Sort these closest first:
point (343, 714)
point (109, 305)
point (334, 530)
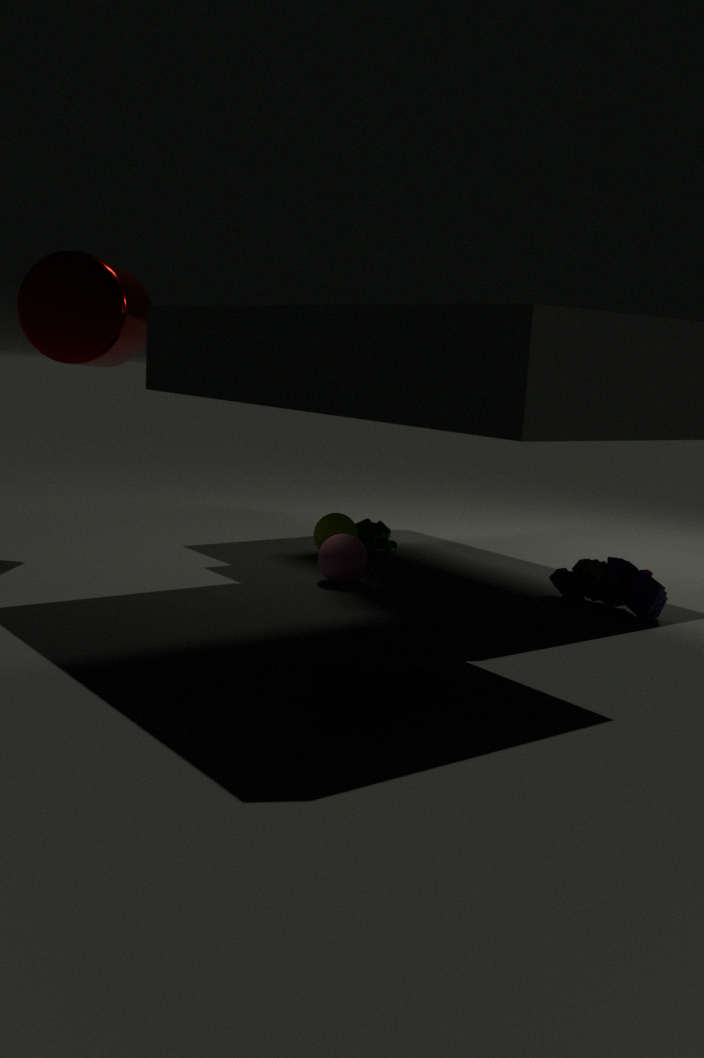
point (343, 714)
point (109, 305)
point (334, 530)
